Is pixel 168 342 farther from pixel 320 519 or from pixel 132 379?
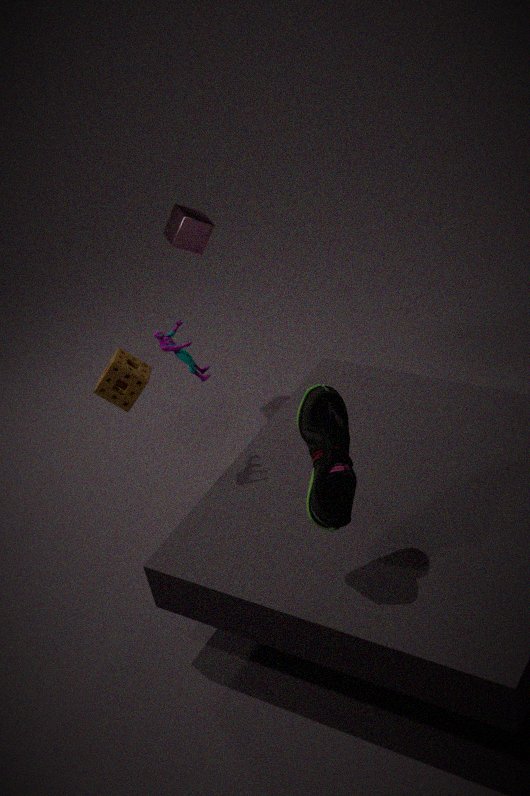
pixel 320 519
